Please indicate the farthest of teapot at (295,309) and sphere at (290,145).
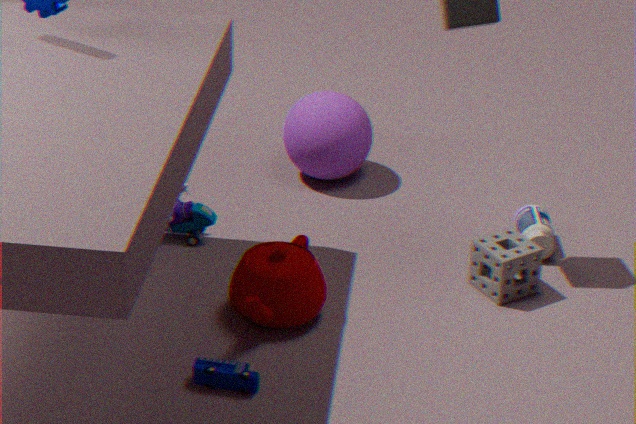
sphere at (290,145)
